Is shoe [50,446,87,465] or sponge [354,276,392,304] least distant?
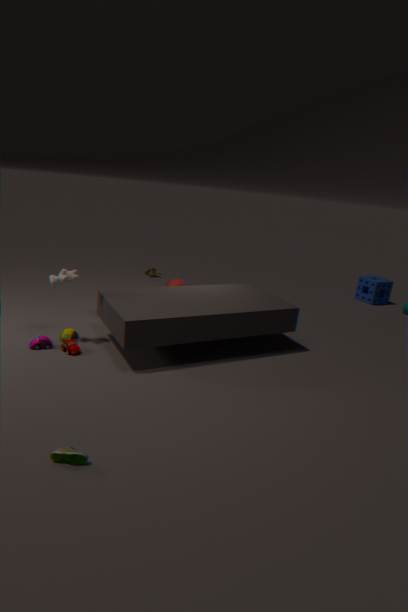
shoe [50,446,87,465]
